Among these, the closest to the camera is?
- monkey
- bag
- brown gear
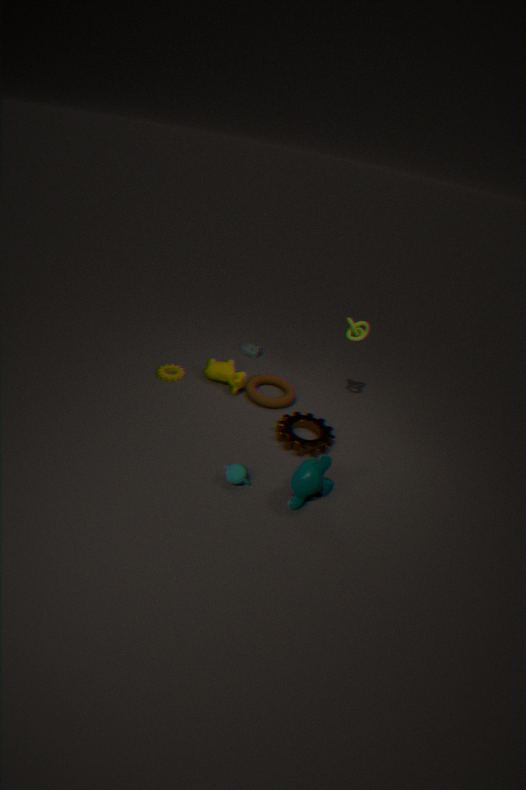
monkey
